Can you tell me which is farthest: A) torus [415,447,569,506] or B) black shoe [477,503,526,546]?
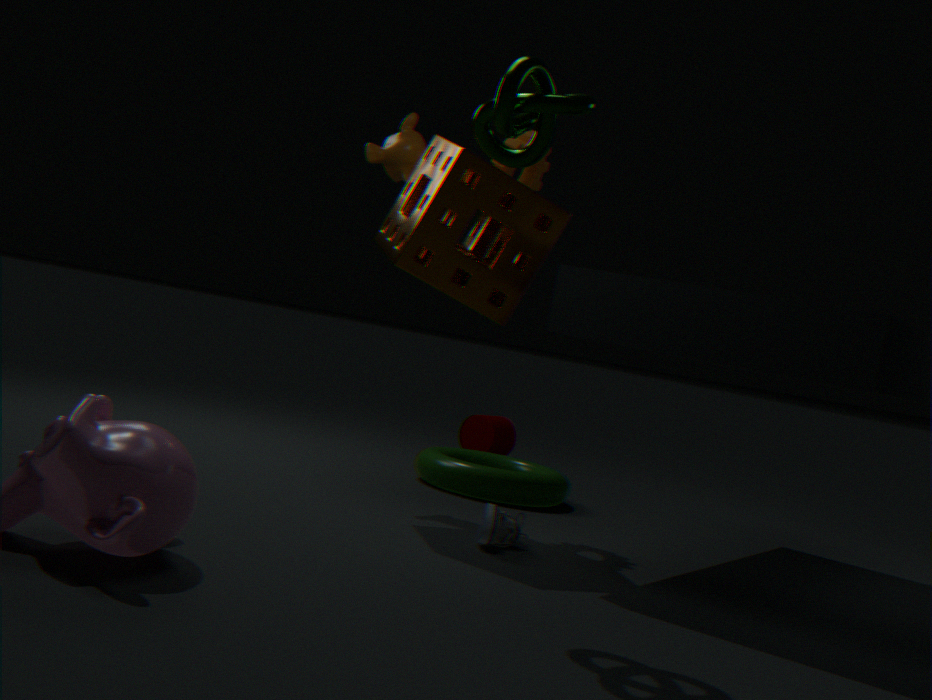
A. torus [415,447,569,506]
